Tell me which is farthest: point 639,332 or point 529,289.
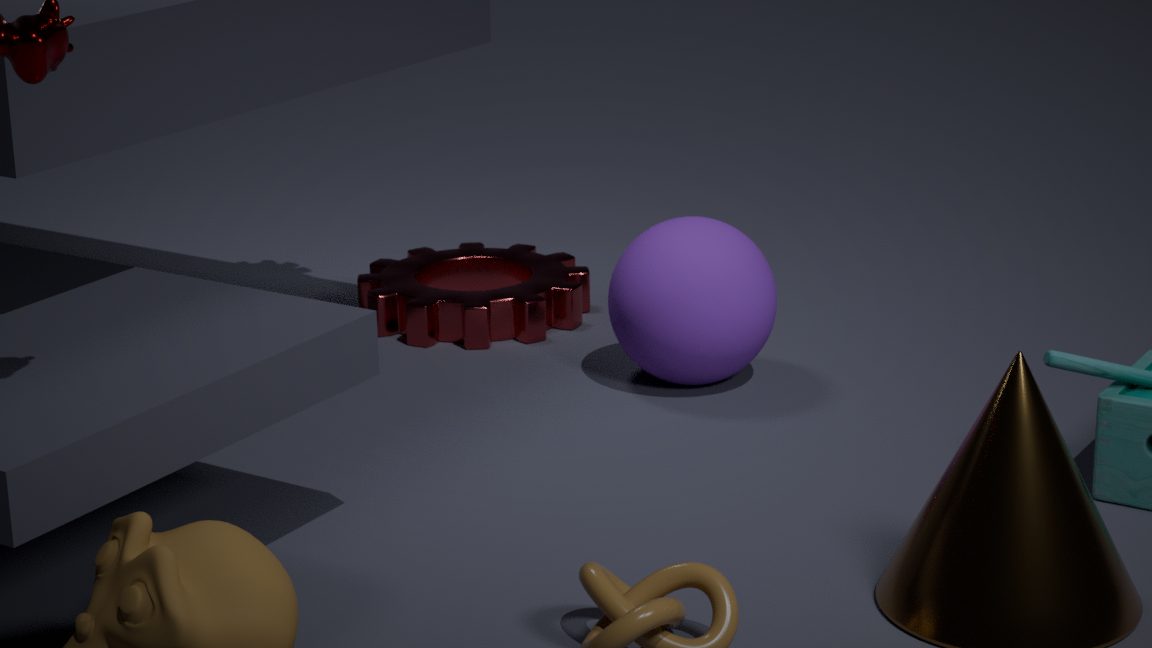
point 529,289
